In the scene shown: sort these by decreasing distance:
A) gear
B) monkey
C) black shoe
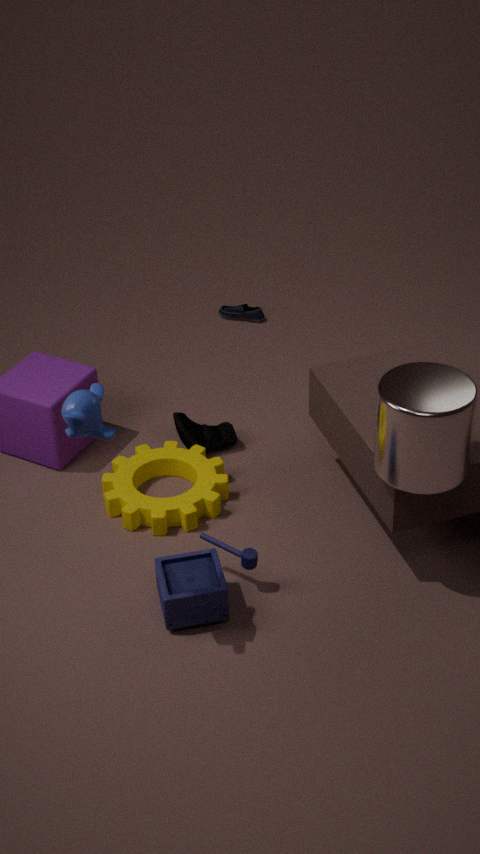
black shoe
gear
monkey
